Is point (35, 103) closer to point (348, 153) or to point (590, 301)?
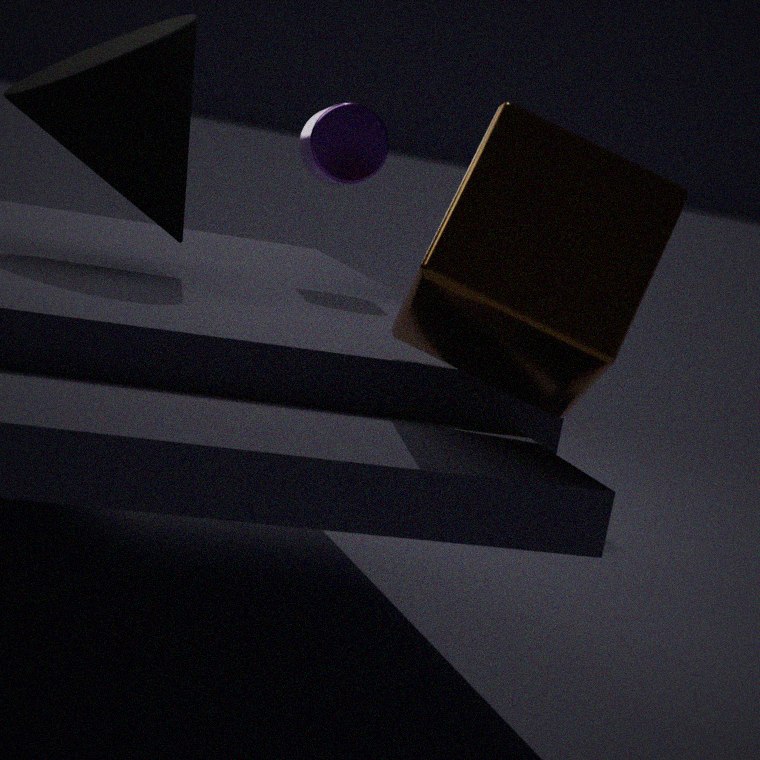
point (348, 153)
